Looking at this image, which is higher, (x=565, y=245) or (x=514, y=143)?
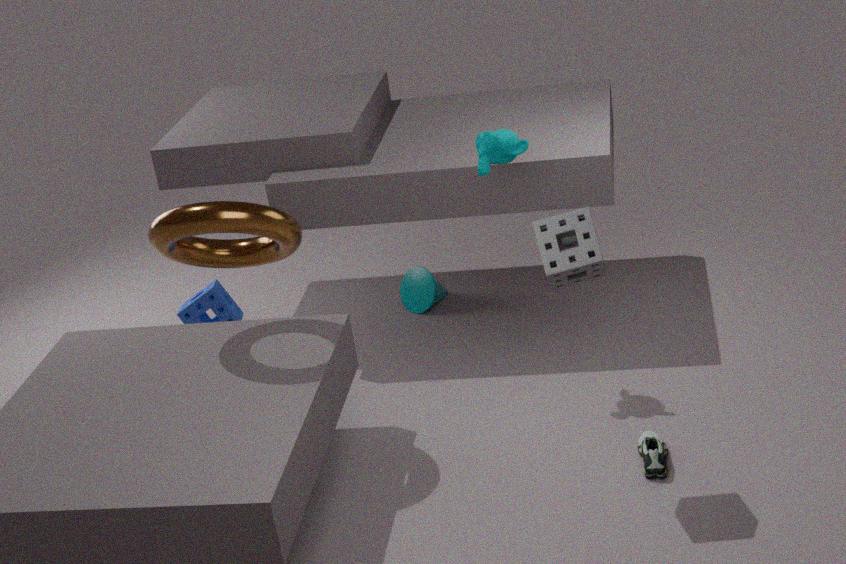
(x=514, y=143)
